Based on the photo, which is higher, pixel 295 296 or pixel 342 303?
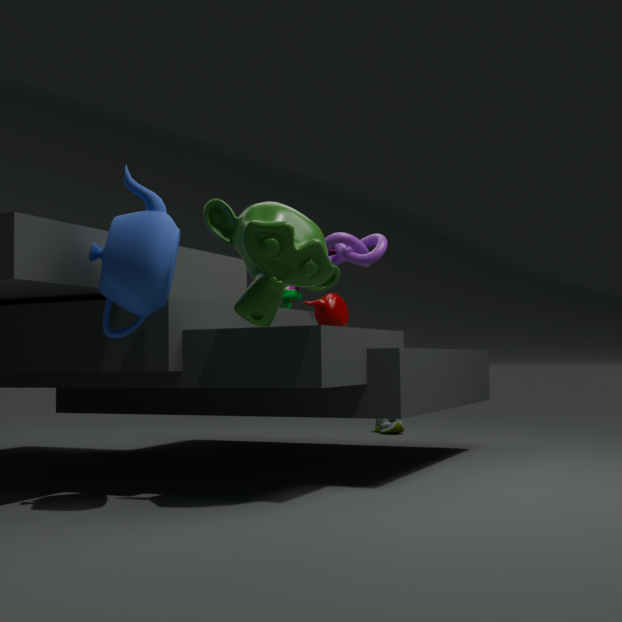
pixel 295 296
